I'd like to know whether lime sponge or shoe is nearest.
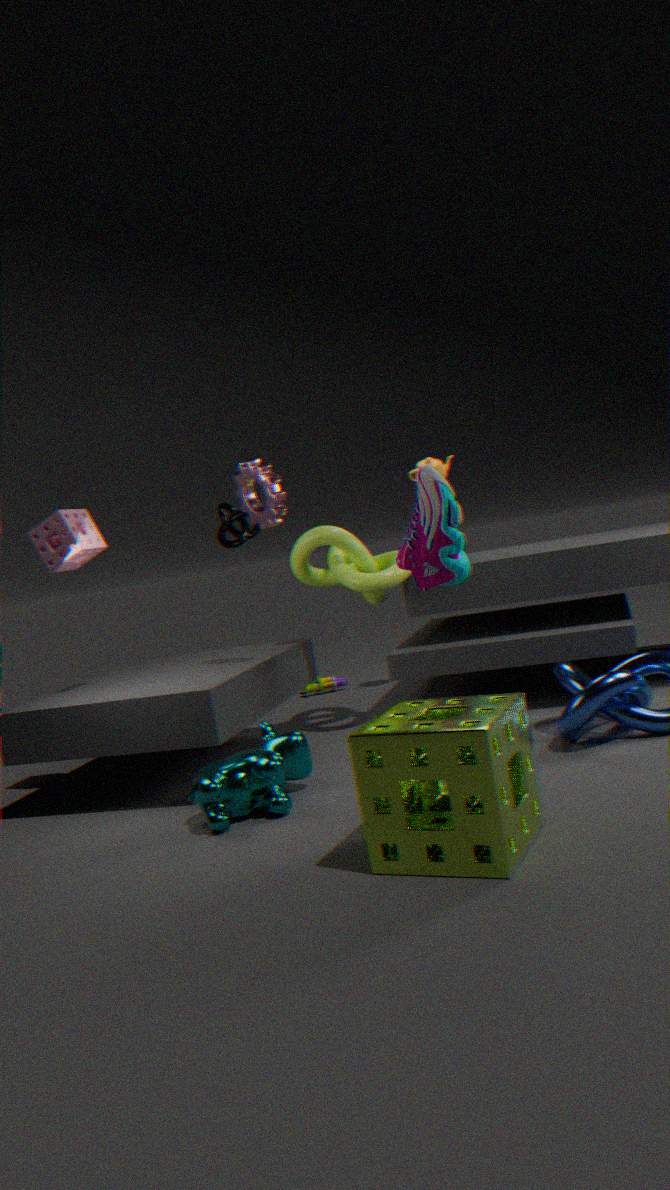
lime sponge
